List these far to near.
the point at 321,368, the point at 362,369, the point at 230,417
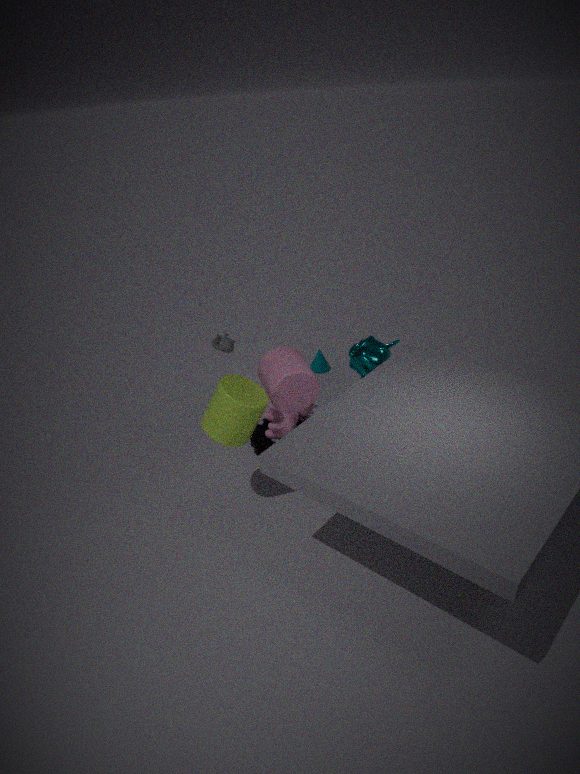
the point at 321,368, the point at 362,369, the point at 230,417
